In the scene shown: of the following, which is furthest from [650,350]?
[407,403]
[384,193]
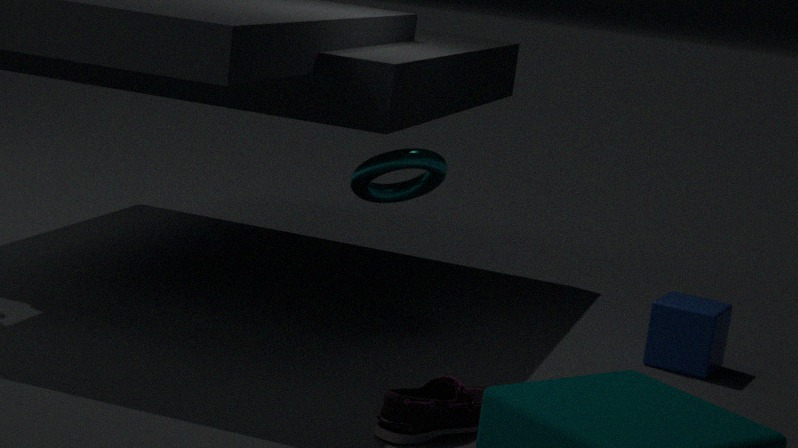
[407,403]
